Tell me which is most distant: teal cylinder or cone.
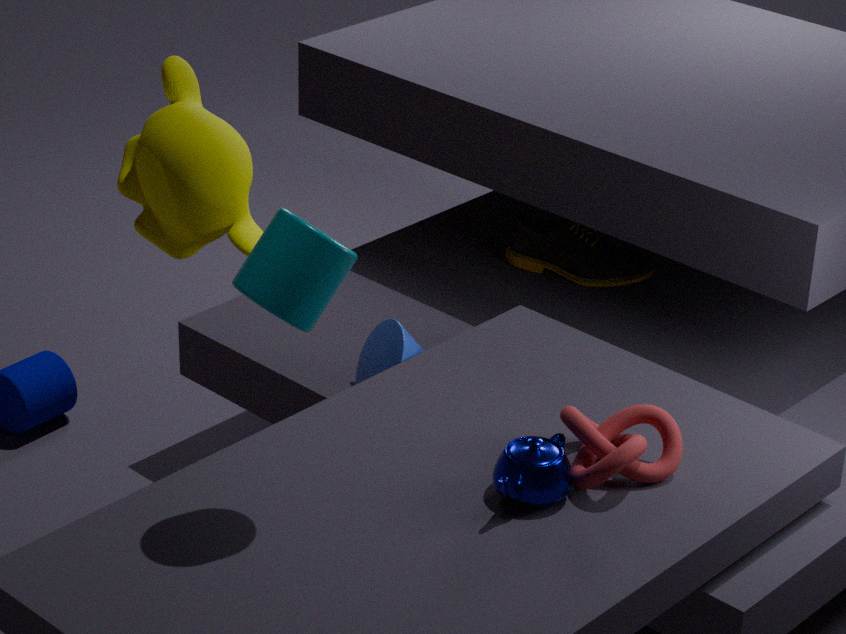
cone
